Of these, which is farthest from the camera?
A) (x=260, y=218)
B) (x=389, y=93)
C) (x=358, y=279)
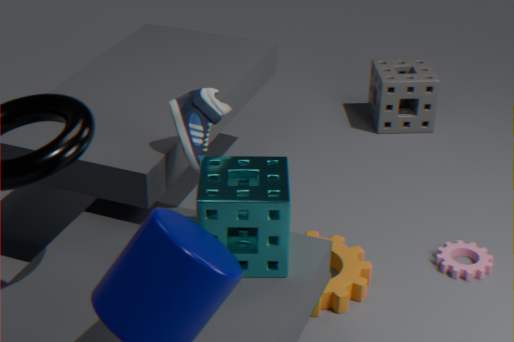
(x=389, y=93)
